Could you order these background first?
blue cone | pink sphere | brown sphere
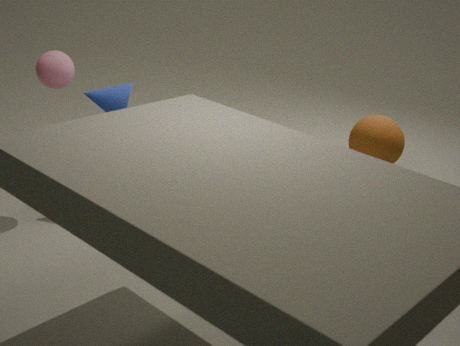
brown sphere, blue cone, pink sphere
